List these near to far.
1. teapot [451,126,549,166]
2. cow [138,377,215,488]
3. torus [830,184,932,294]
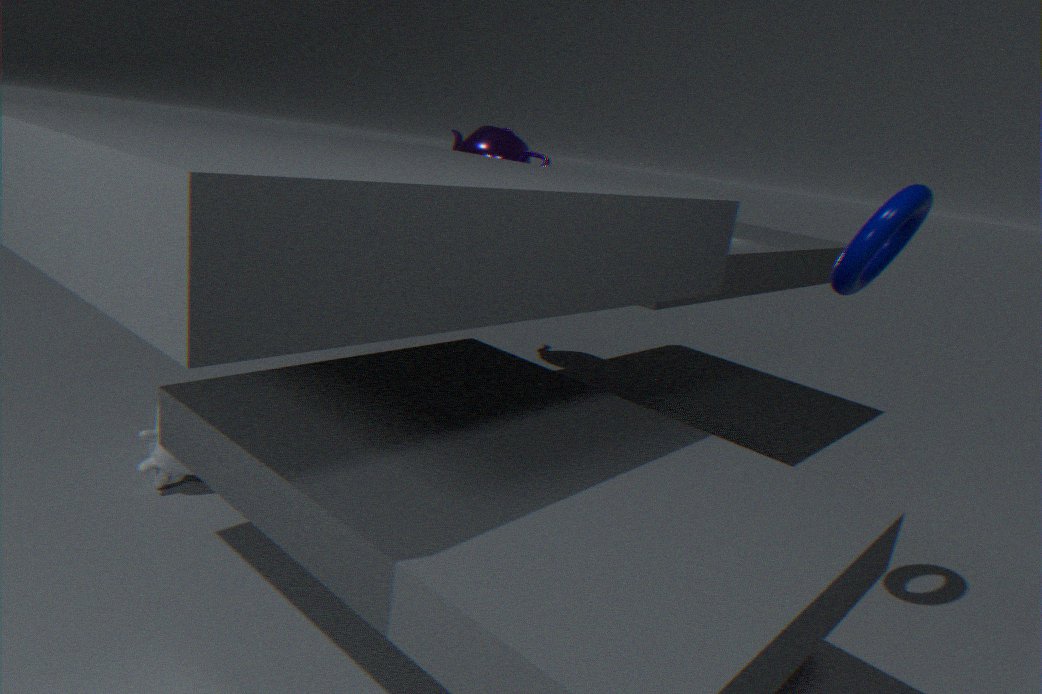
1. torus [830,184,932,294]
2. cow [138,377,215,488]
3. teapot [451,126,549,166]
